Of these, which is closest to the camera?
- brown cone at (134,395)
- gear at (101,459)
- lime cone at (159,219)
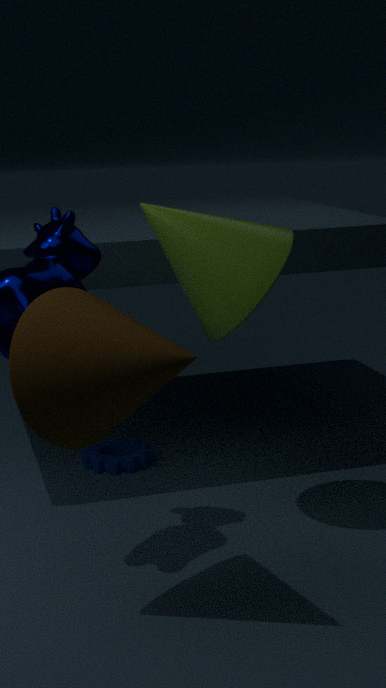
brown cone at (134,395)
